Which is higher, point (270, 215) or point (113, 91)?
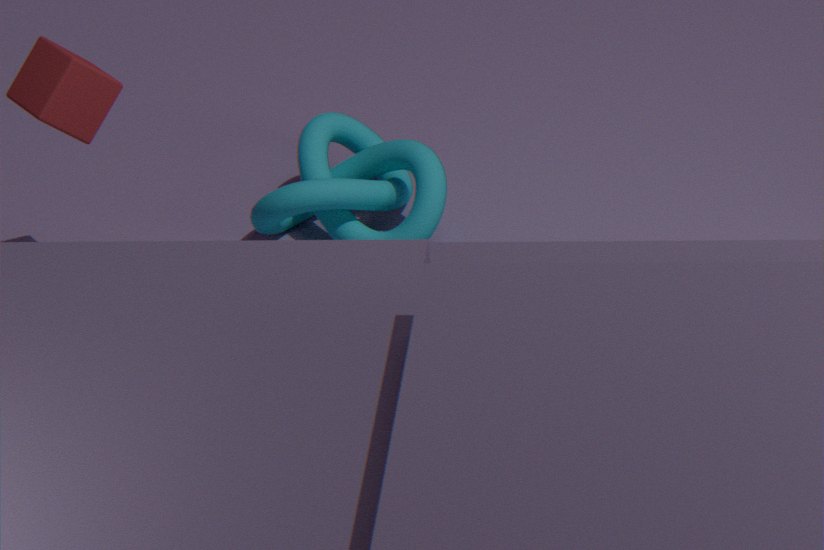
point (113, 91)
